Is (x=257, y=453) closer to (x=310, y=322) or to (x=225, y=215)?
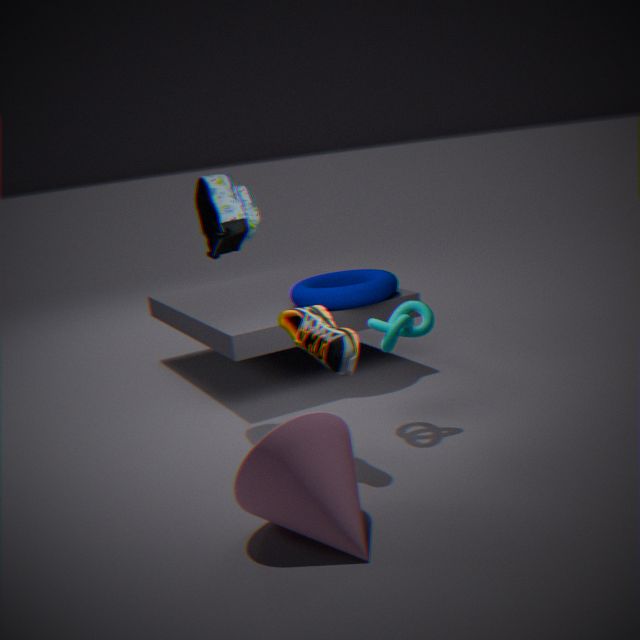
(x=310, y=322)
